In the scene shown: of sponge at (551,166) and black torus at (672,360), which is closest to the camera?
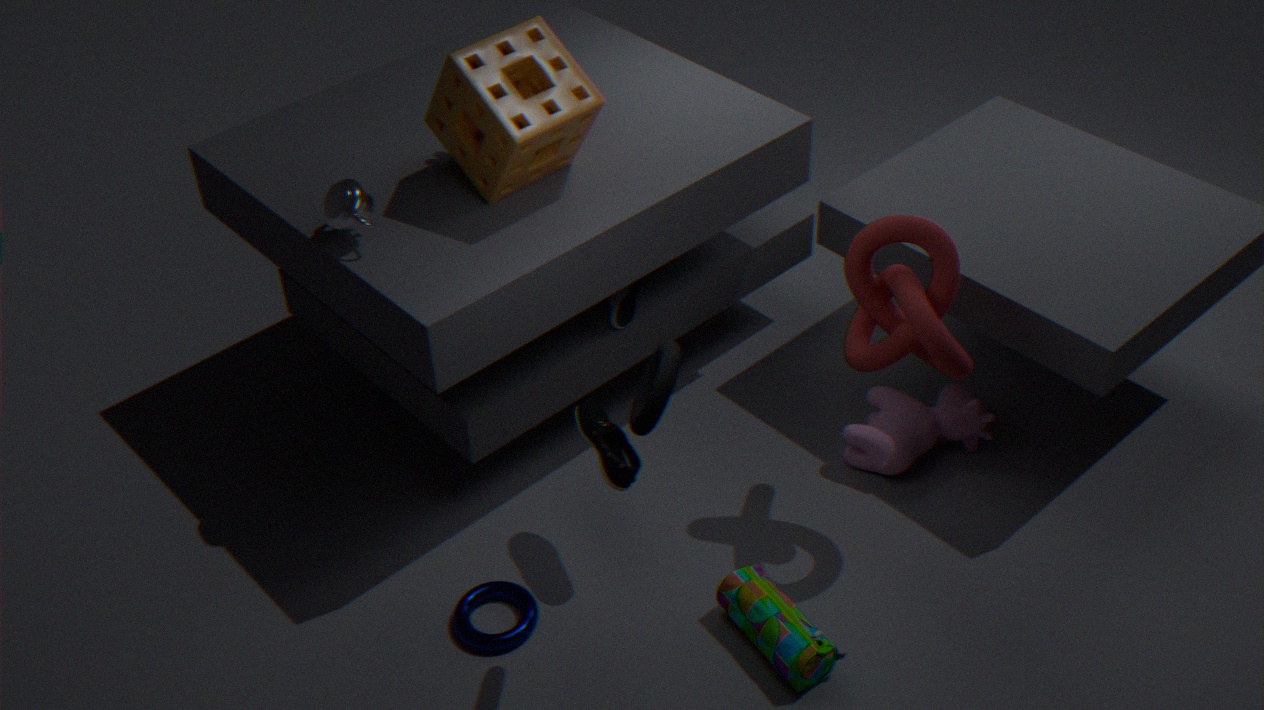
black torus at (672,360)
